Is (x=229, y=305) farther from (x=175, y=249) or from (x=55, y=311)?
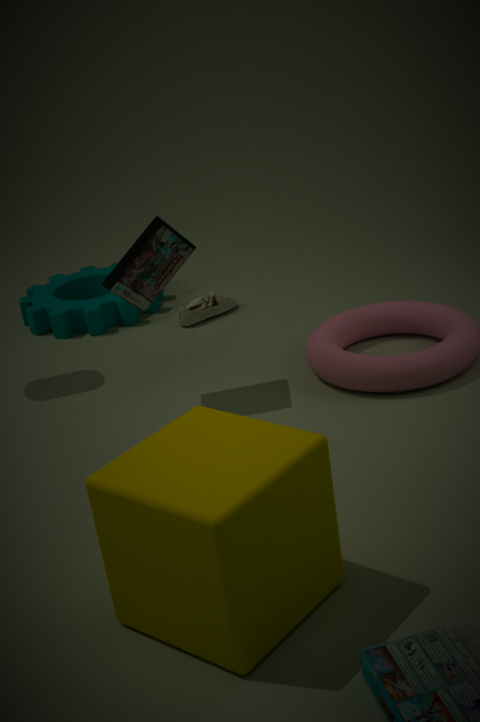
(x=175, y=249)
